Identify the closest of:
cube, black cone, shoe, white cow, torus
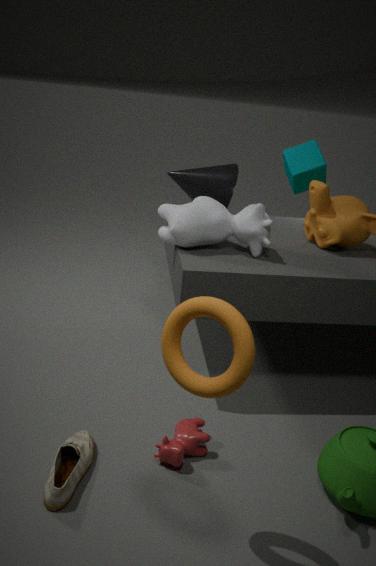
torus
